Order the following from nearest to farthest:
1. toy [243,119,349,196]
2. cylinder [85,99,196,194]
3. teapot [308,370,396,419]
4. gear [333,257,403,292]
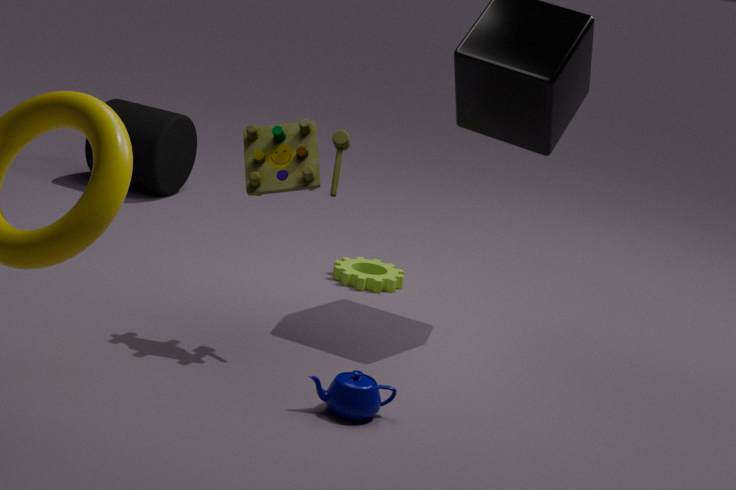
teapot [308,370,396,419] → toy [243,119,349,196] → gear [333,257,403,292] → cylinder [85,99,196,194]
